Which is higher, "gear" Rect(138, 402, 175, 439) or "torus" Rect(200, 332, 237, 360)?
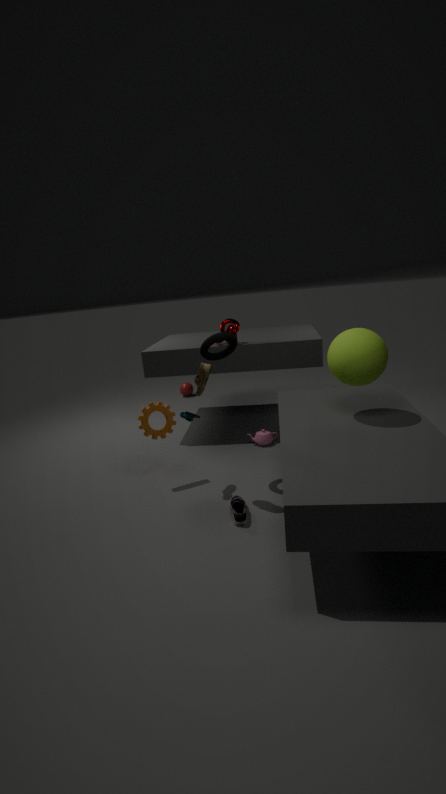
"torus" Rect(200, 332, 237, 360)
